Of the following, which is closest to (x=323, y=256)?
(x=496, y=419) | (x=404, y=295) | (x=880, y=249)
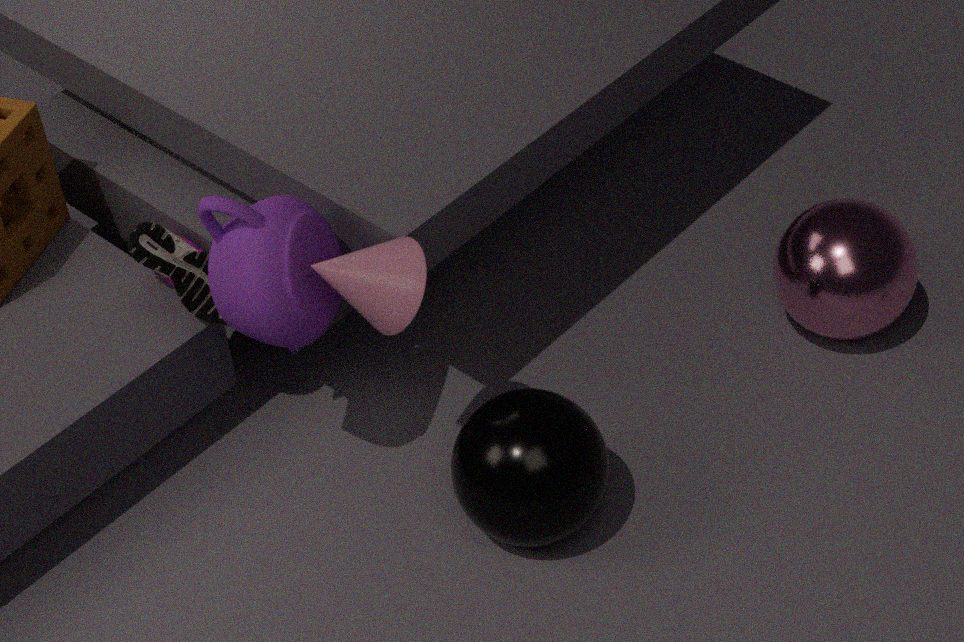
(x=404, y=295)
